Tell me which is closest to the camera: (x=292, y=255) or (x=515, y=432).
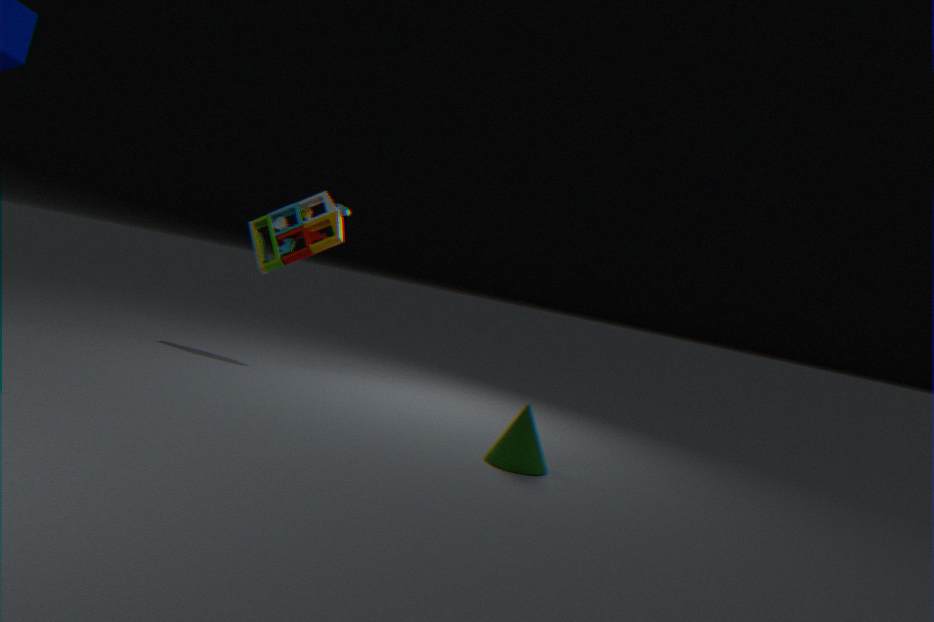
(x=515, y=432)
